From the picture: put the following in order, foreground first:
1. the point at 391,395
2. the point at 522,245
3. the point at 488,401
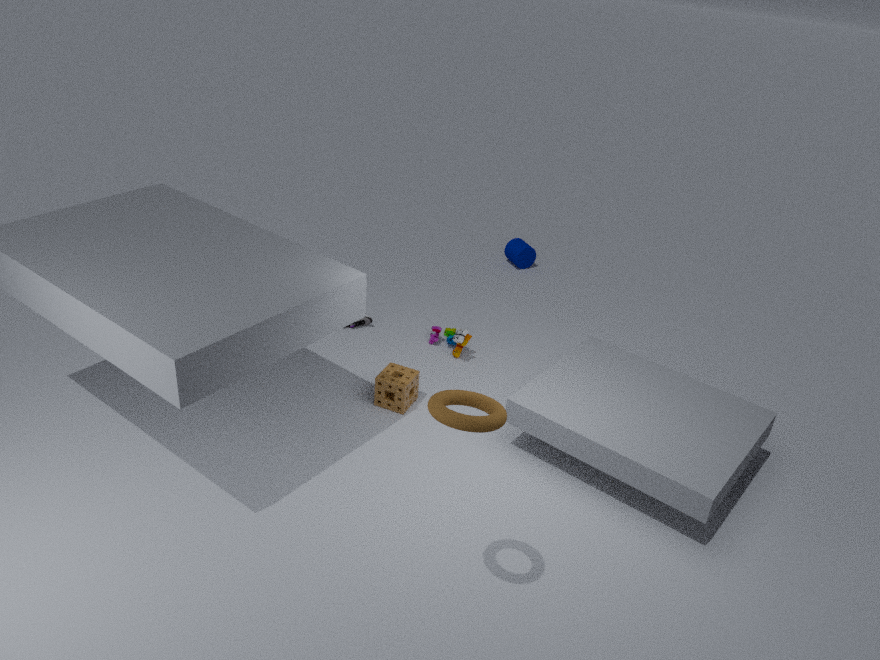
the point at 488,401 < the point at 391,395 < the point at 522,245
